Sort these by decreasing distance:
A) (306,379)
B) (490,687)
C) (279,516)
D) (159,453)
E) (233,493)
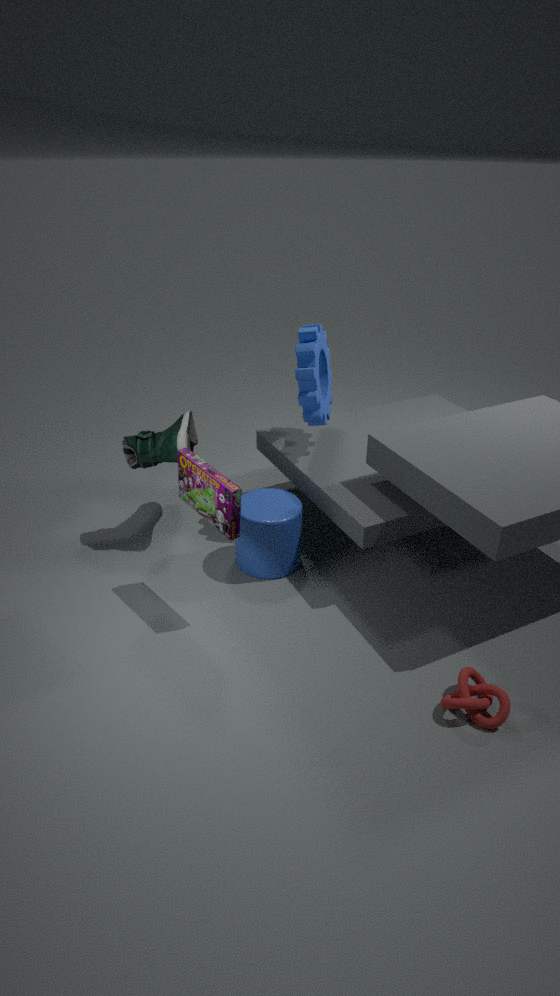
1. (159,453)
2. (306,379)
3. (279,516)
4. (233,493)
5. (490,687)
